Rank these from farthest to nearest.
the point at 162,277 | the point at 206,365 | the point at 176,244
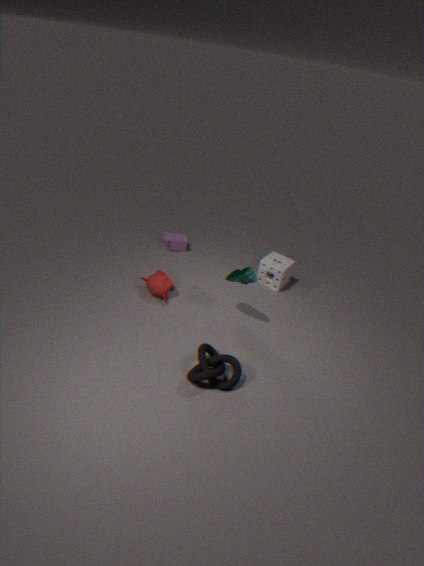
the point at 176,244, the point at 162,277, the point at 206,365
